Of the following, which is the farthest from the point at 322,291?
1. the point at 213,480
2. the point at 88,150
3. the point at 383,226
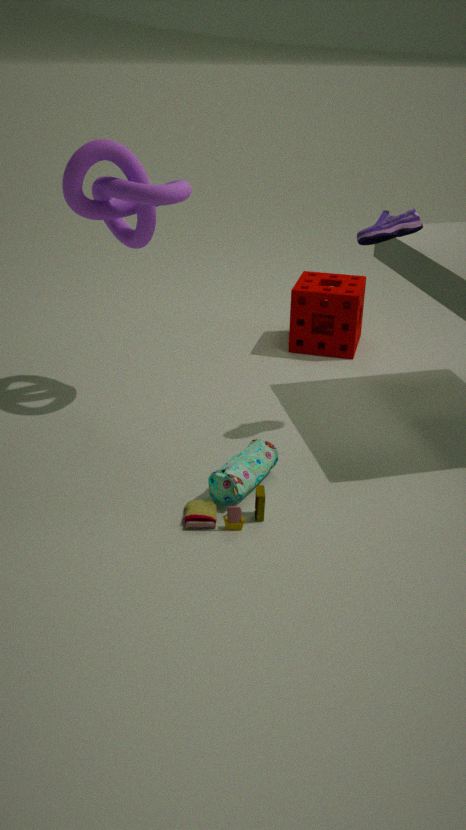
the point at 213,480
